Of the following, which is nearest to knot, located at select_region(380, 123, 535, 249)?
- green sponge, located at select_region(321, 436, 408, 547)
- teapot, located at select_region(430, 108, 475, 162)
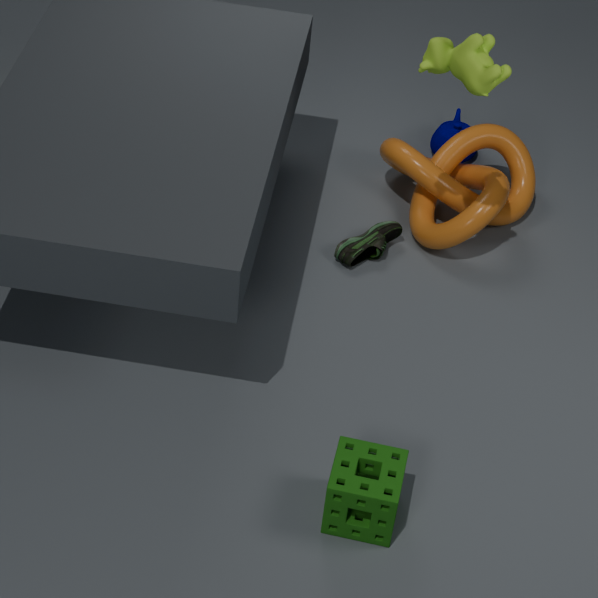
teapot, located at select_region(430, 108, 475, 162)
